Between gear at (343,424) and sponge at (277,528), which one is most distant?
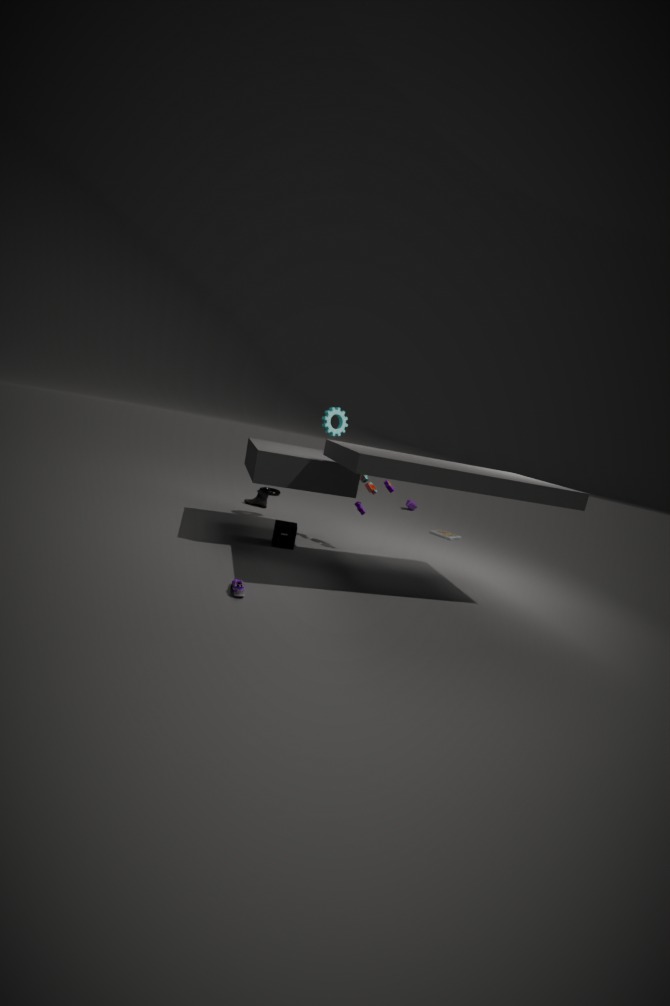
gear at (343,424)
